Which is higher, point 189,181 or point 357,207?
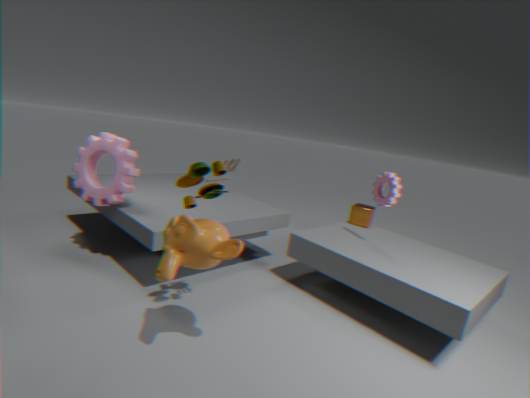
point 189,181
